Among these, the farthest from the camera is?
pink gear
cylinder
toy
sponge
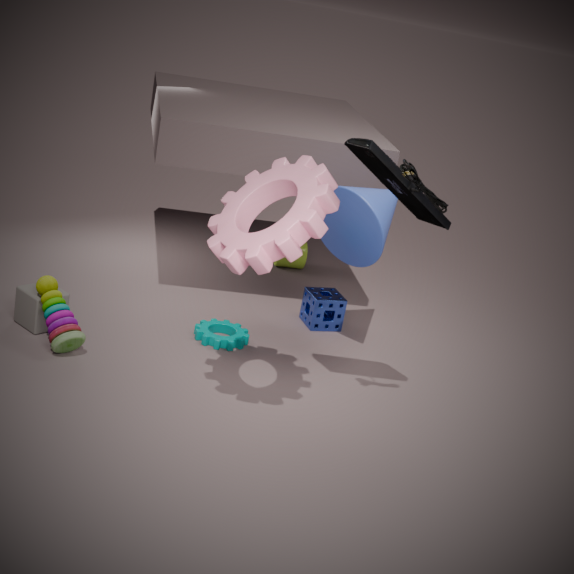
cylinder
